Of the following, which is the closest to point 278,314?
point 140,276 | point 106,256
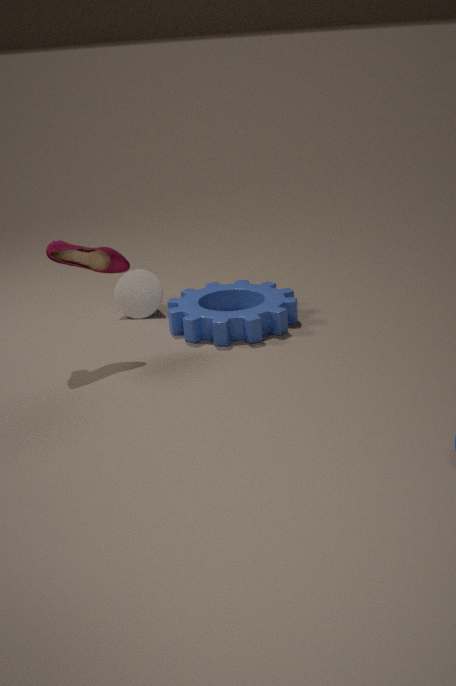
point 140,276
